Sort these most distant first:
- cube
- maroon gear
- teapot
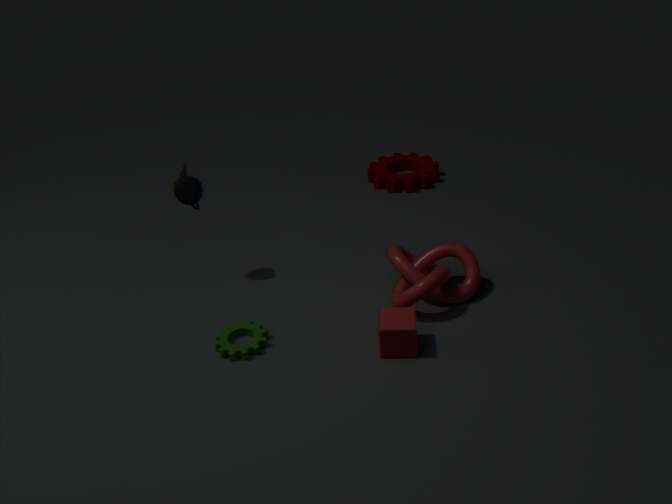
1. maroon gear
2. teapot
3. cube
